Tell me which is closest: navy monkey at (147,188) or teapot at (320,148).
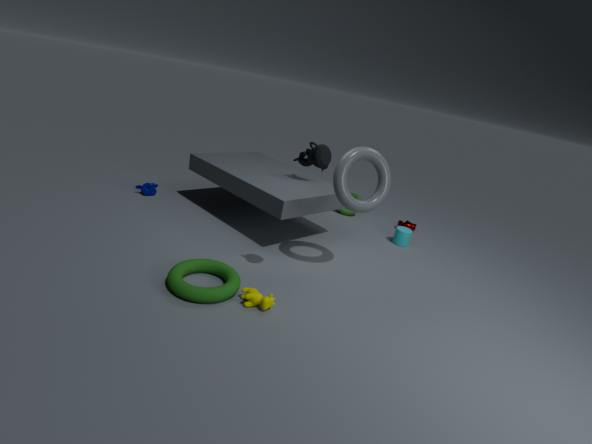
teapot at (320,148)
